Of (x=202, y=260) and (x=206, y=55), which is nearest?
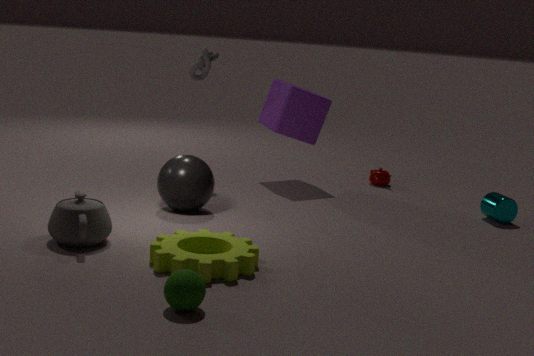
(x=202, y=260)
